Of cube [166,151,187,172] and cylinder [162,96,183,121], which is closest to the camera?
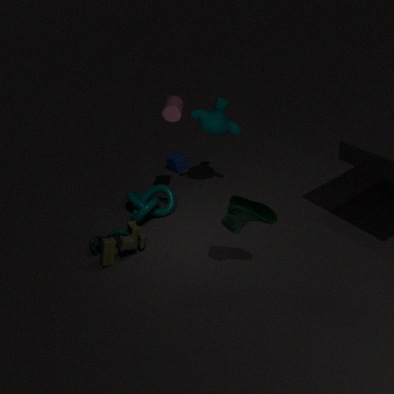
cylinder [162,96,183,121]
